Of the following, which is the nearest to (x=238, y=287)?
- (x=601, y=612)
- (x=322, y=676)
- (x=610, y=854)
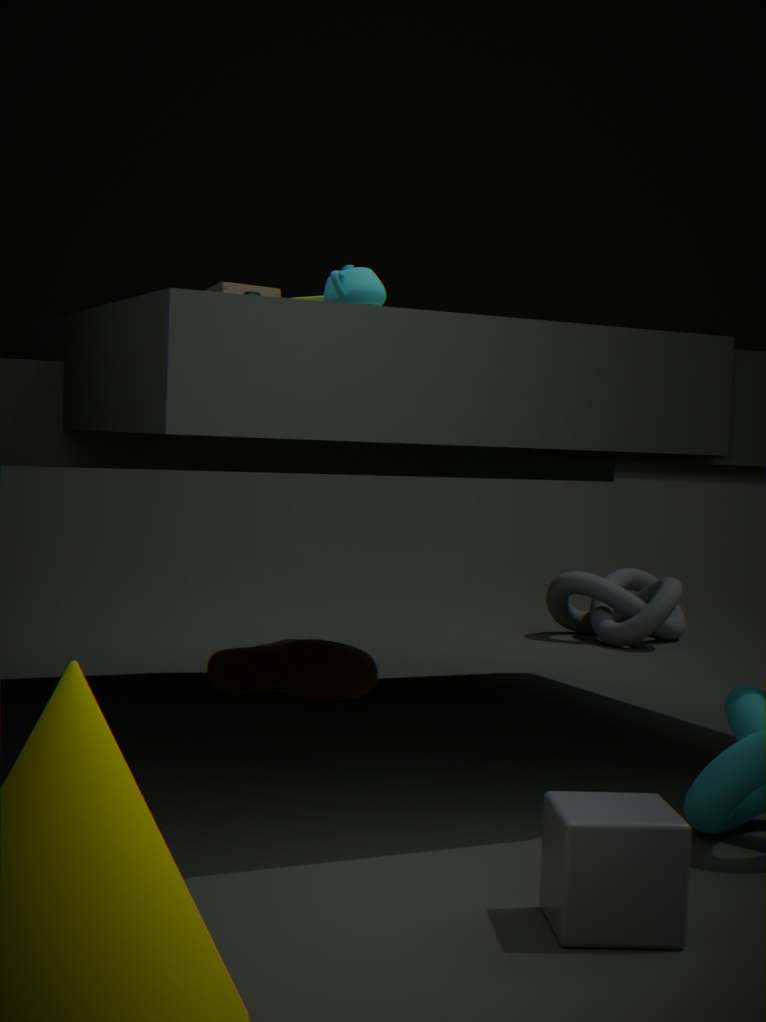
(x=322, y=676)
